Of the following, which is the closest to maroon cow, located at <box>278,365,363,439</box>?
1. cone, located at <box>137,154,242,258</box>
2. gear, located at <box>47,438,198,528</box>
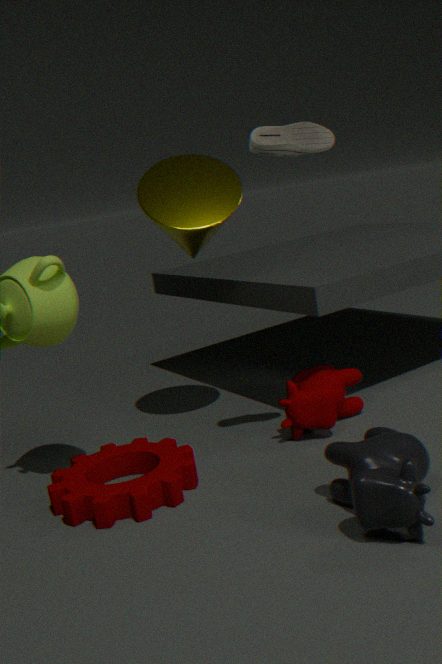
gear, located at <box>47,438,198,528</box>
